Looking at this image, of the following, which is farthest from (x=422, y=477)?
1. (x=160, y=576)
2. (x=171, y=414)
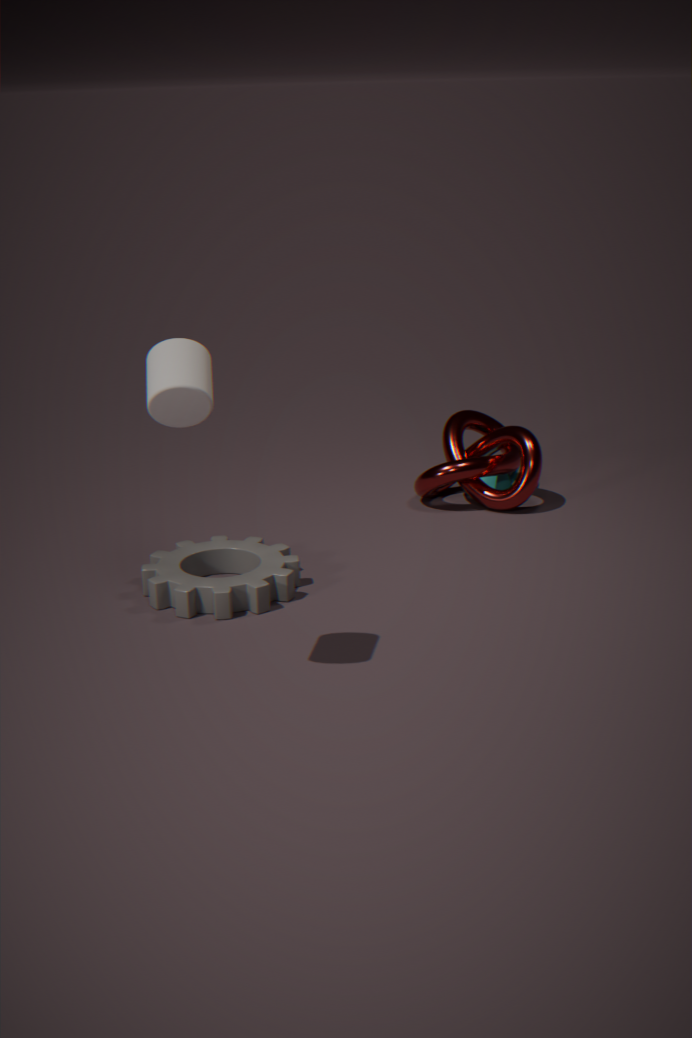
(x=171, y=414)
